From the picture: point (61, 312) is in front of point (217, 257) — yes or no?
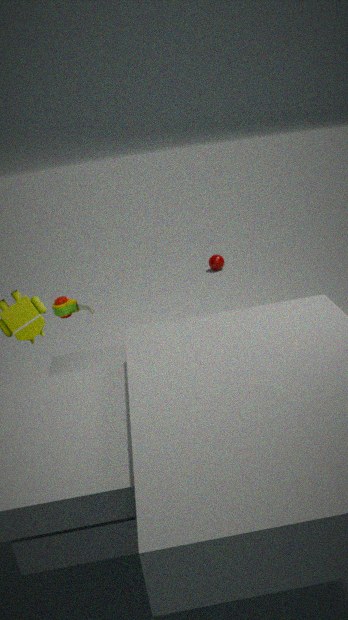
Yes
